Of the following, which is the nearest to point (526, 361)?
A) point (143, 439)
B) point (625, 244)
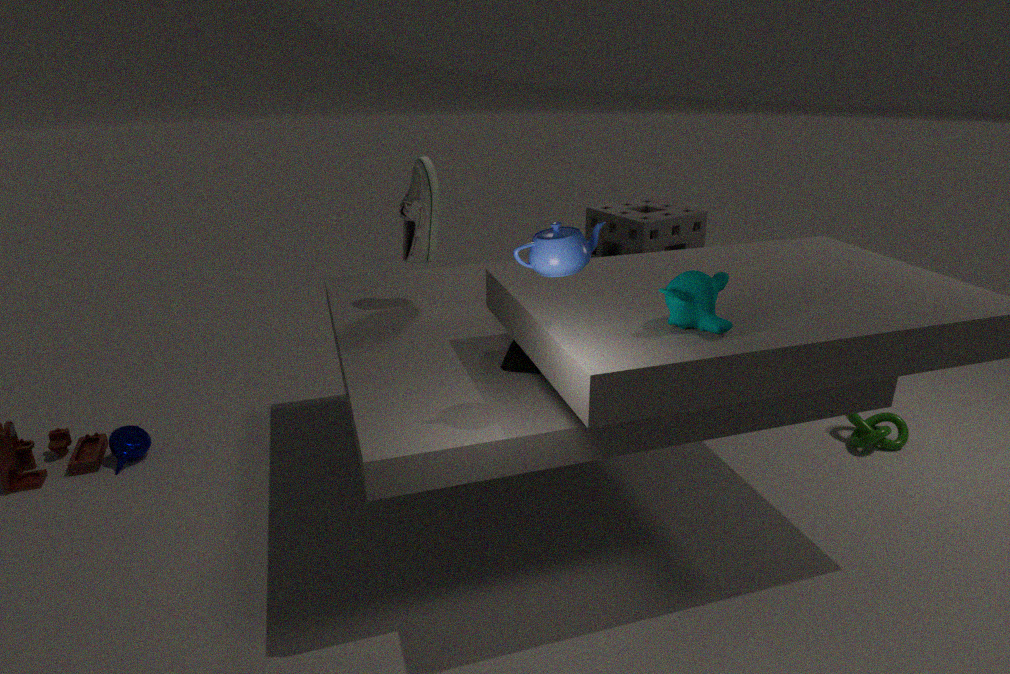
point (625, 244)
